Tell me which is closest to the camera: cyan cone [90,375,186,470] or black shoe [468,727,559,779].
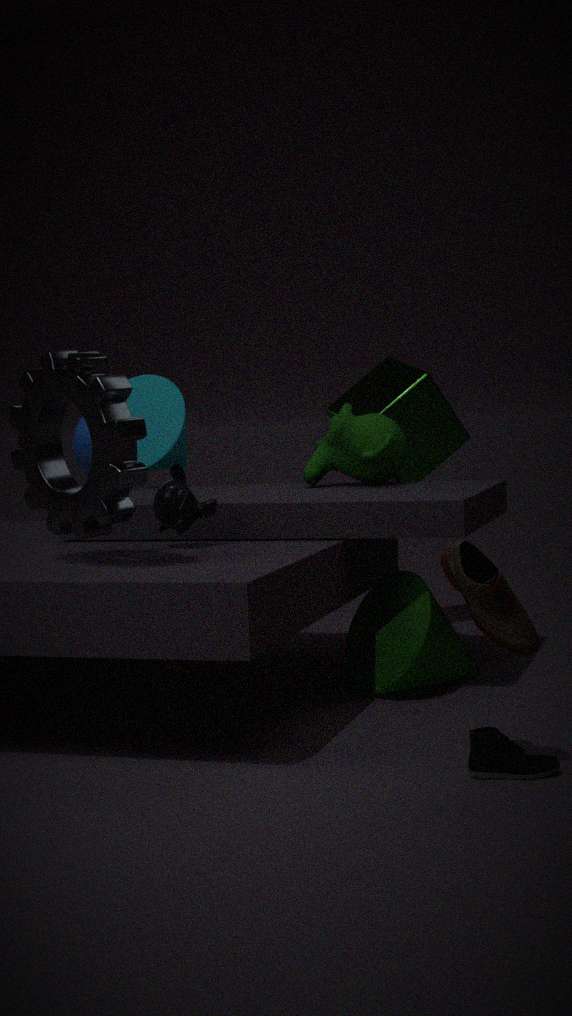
black shoe [468,727,559,779]
